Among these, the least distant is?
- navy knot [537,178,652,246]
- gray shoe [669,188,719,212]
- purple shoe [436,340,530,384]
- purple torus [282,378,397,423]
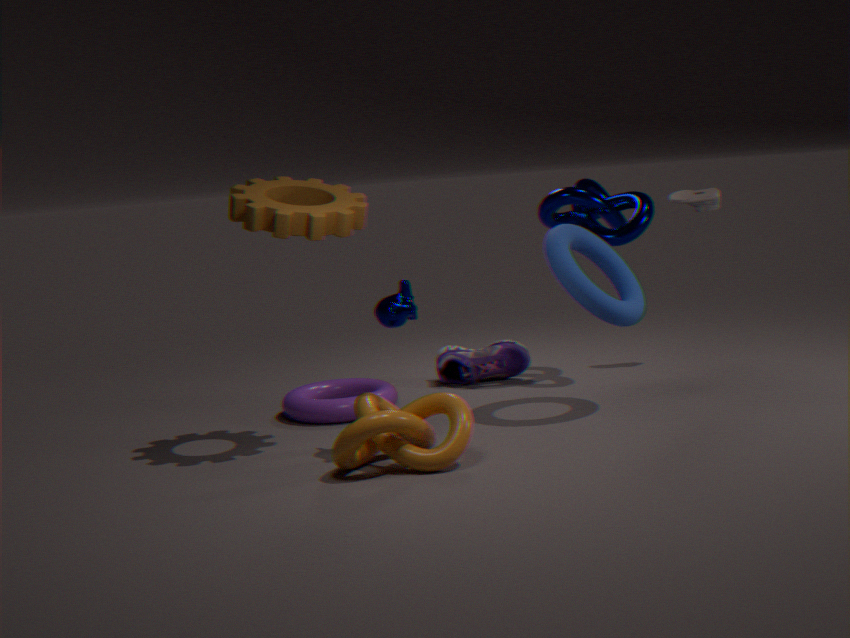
purple torus [282,378,397,423]
